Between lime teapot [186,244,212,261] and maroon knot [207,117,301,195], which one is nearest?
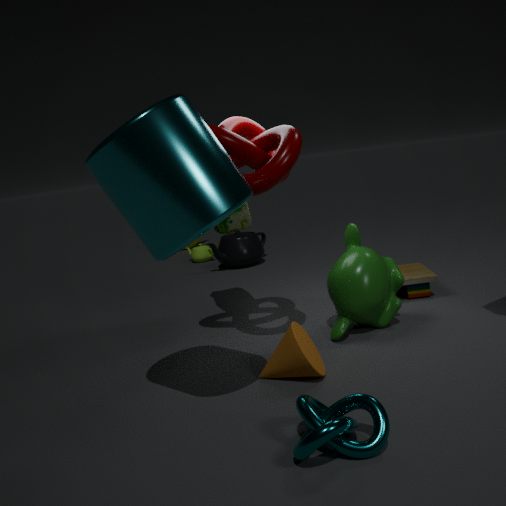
maroon knot [207,117,301,195]
